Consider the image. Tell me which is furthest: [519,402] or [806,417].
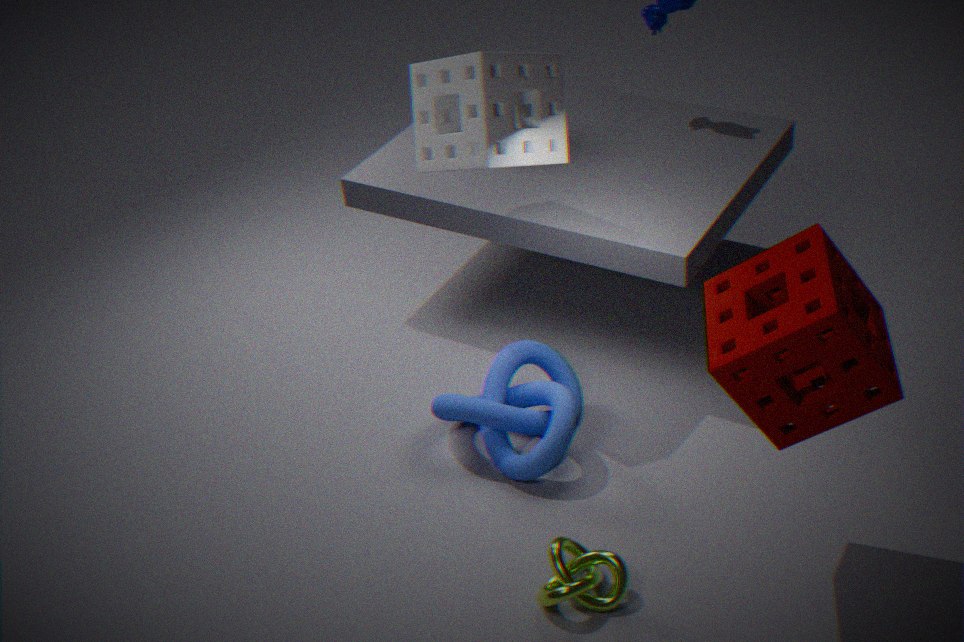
[519,402]
